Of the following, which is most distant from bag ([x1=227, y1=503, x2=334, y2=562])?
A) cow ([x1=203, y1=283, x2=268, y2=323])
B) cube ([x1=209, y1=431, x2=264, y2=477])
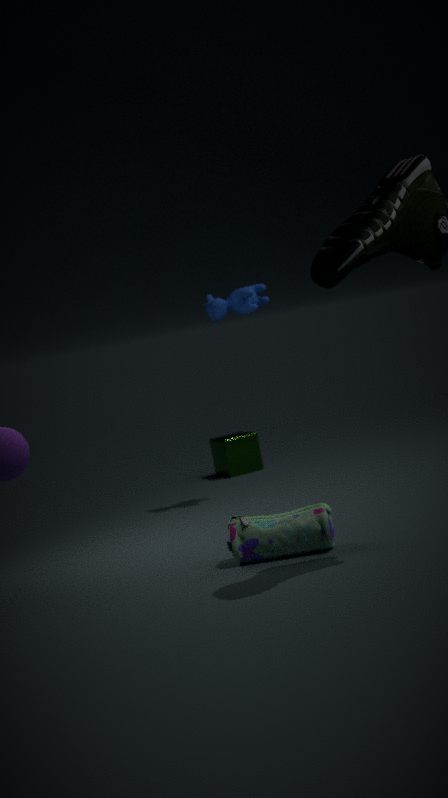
cube ([x1=209, y1=431, x2=264, y2=477])
